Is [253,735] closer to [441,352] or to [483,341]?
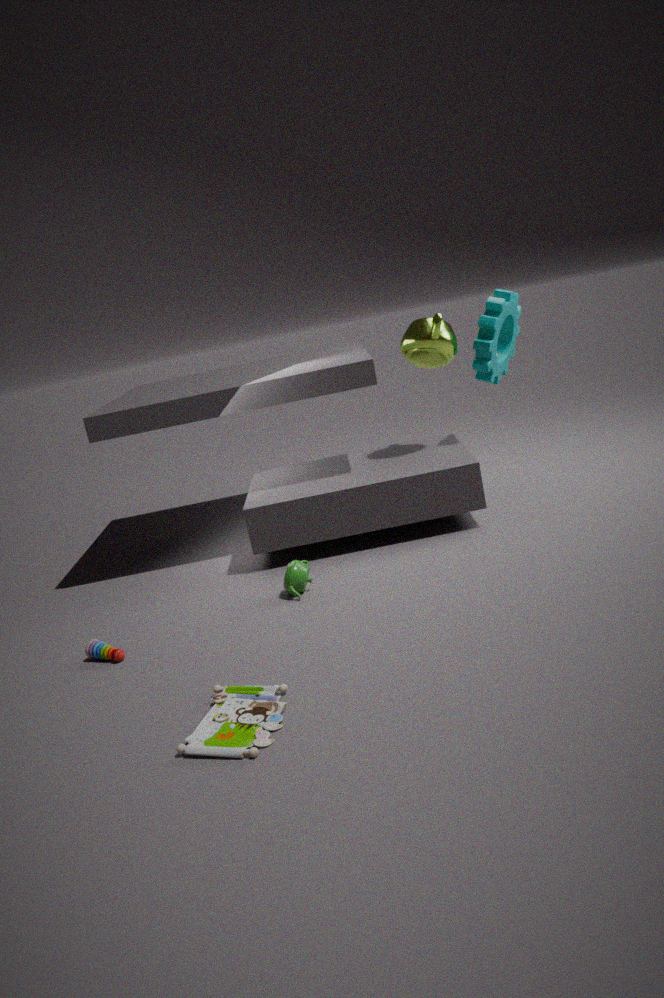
[441,352]
